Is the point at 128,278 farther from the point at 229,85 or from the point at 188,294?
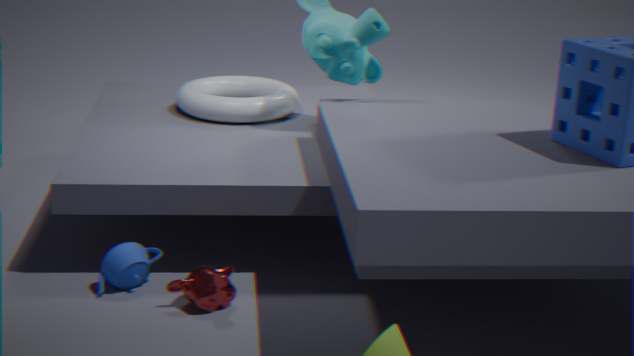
the point at 229,85
